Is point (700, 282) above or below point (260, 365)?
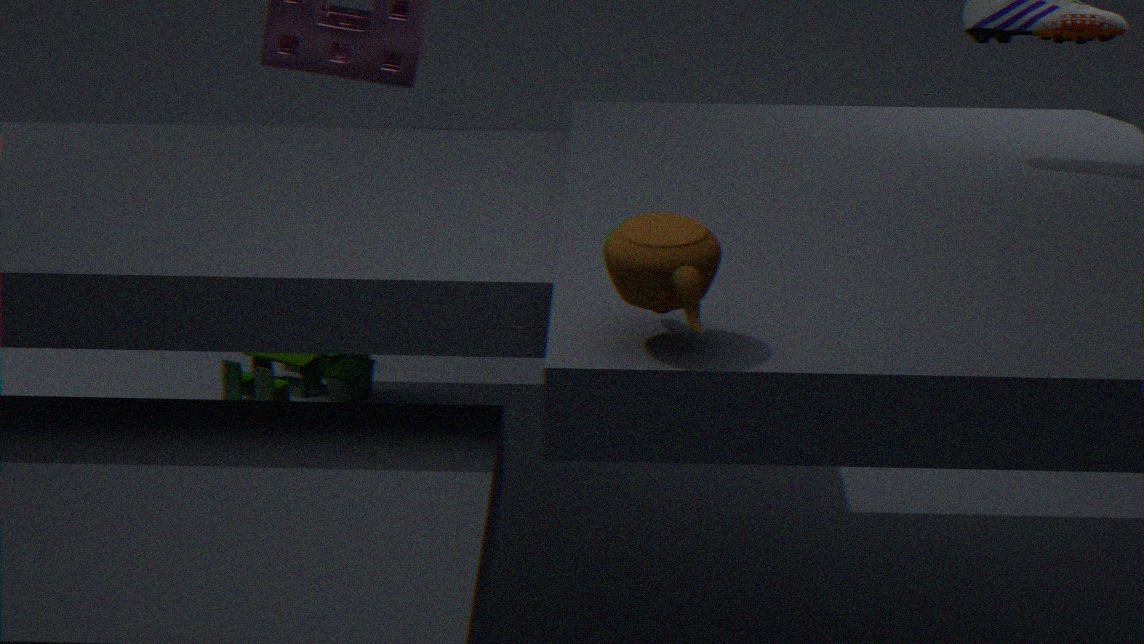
above
